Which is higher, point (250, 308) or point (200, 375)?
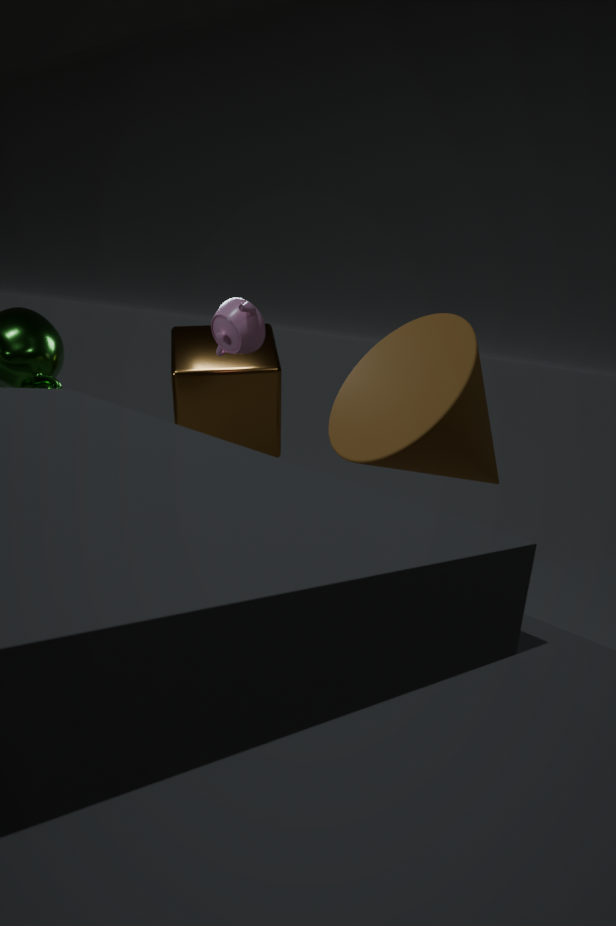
point (250, 308)
